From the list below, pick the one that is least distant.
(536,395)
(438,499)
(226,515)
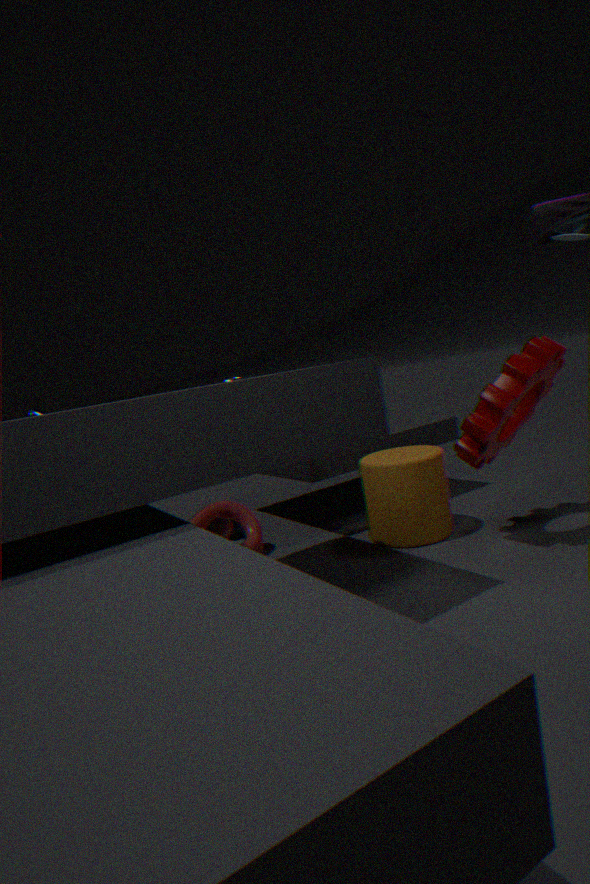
(536,395)
